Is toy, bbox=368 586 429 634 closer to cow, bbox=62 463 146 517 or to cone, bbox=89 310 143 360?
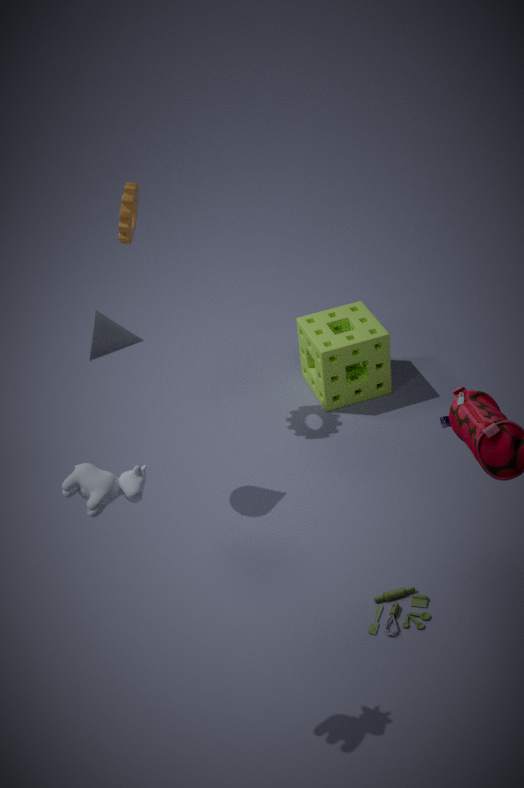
cow, bbox=62 463 146 517
